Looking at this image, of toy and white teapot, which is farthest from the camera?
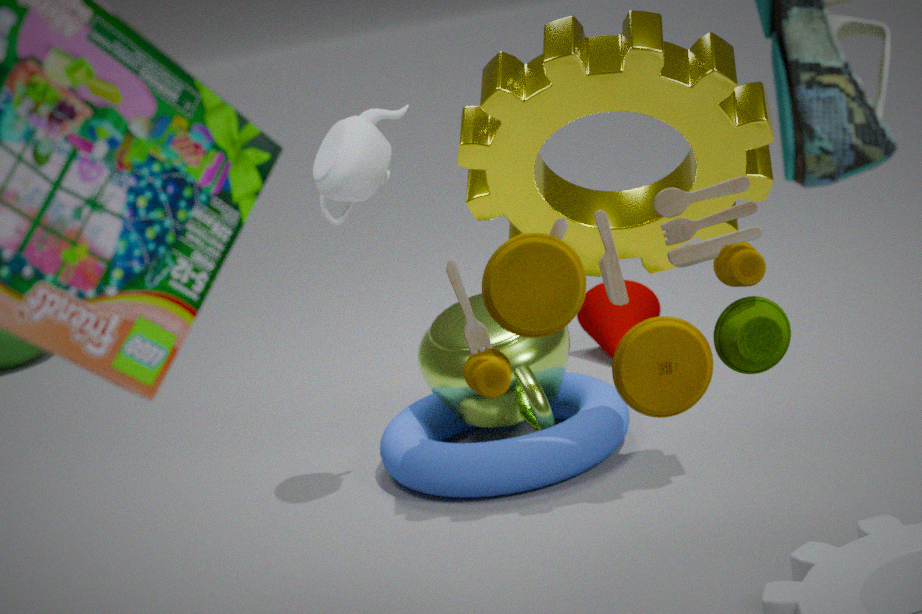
white teapot
